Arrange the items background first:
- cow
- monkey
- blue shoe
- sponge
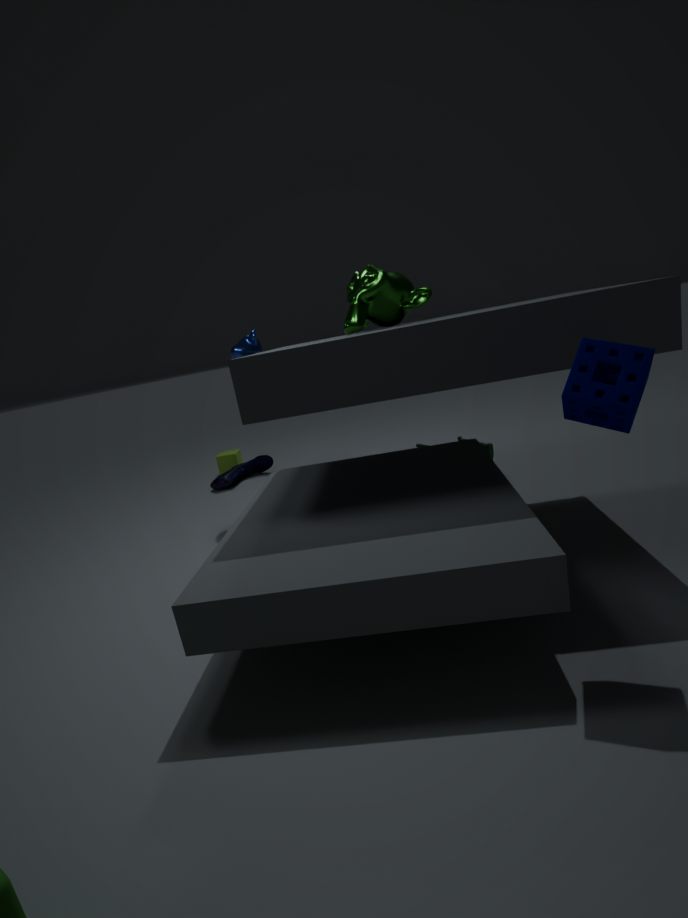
blue shoe → cow → monkey → sponge
